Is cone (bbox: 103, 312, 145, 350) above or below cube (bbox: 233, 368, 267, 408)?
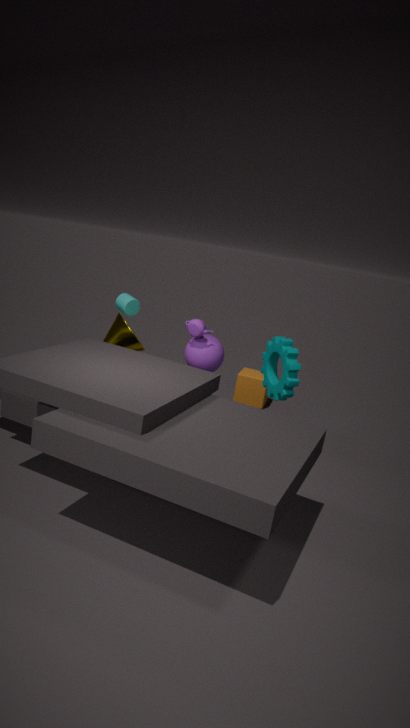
above
